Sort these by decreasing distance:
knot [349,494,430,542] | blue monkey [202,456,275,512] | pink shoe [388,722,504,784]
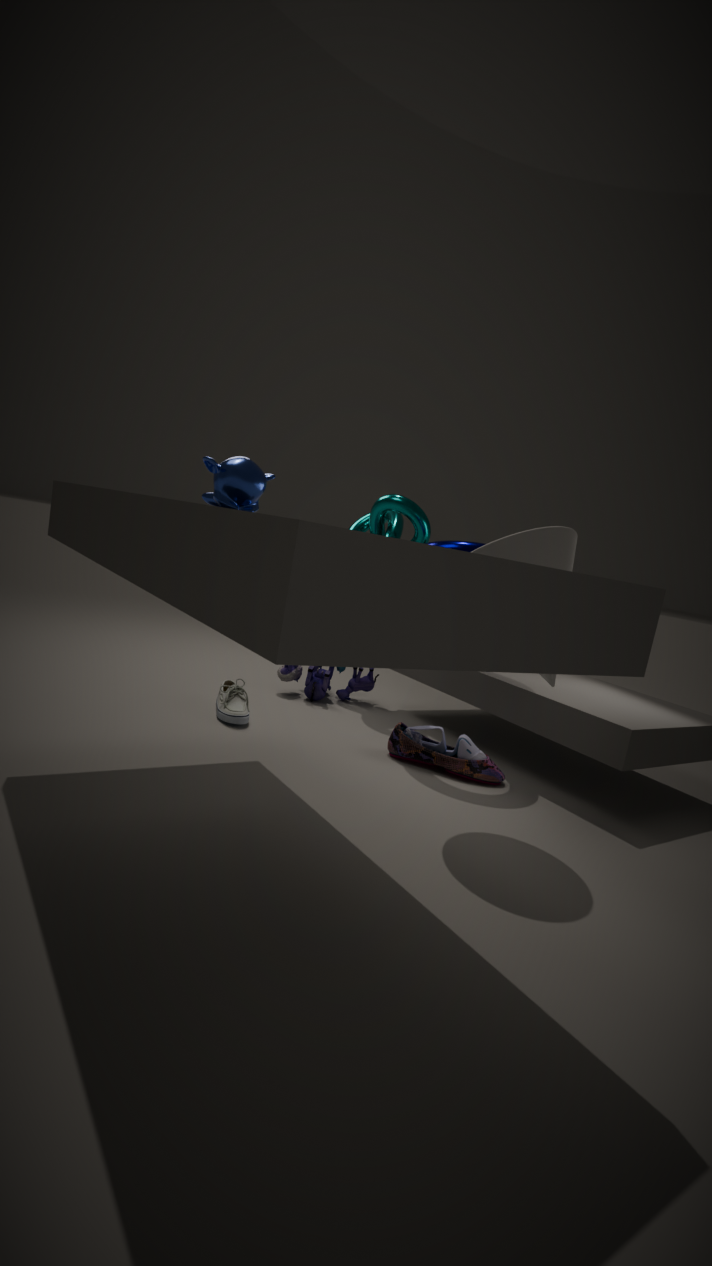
knot [349,494,430,542] → pink shoe [388,722,504,784] → blue monkey [202,456,275,512]
